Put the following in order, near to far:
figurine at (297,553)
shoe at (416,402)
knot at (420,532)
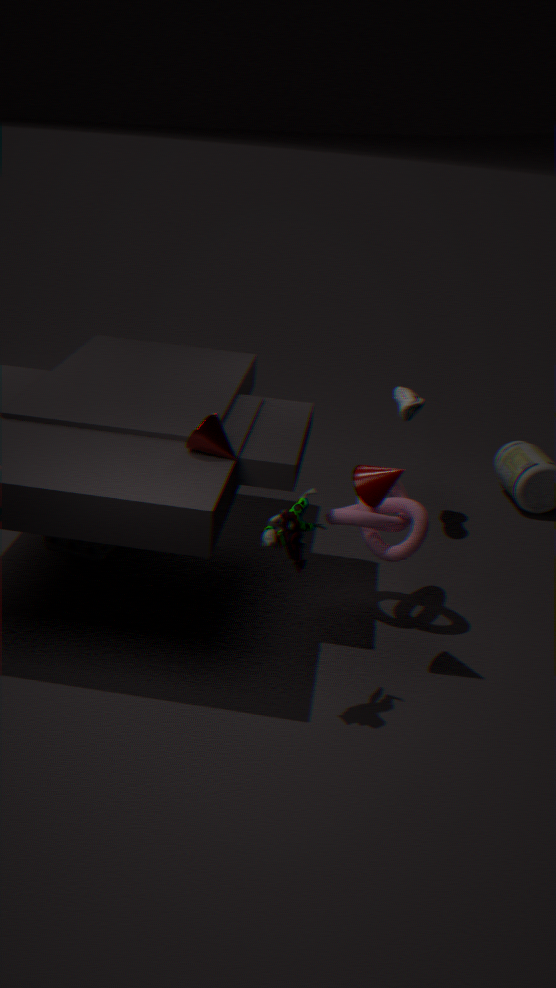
figurine at (297,553)
knot at (420,532)
shoe at (416,402)
